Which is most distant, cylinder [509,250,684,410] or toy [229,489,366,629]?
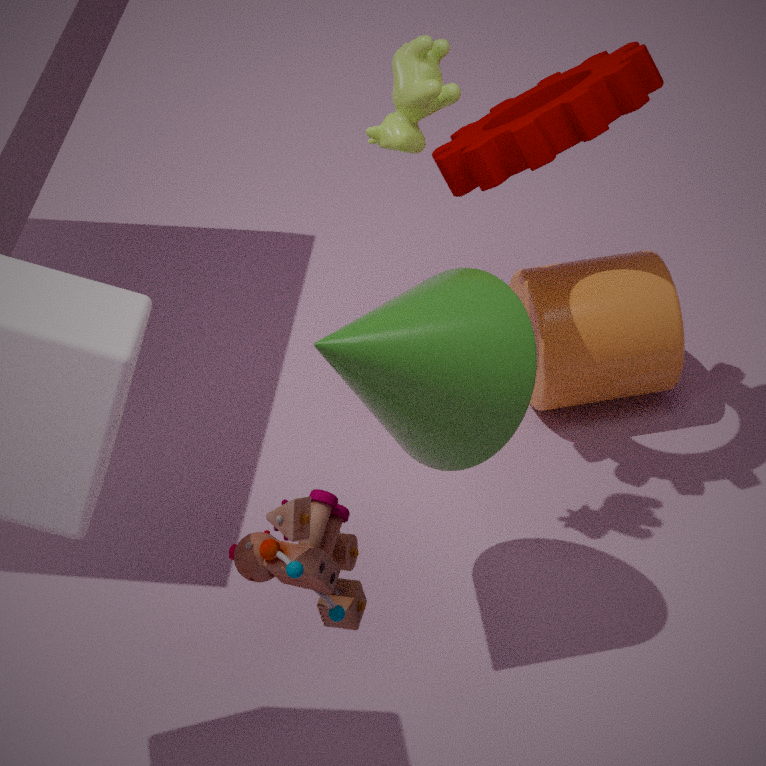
cylinder [509,250,684,410]
